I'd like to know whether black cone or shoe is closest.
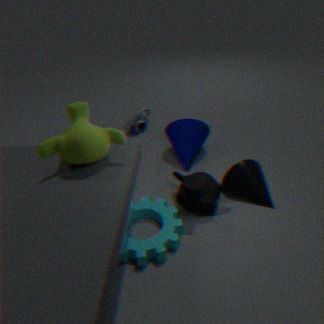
black cone
